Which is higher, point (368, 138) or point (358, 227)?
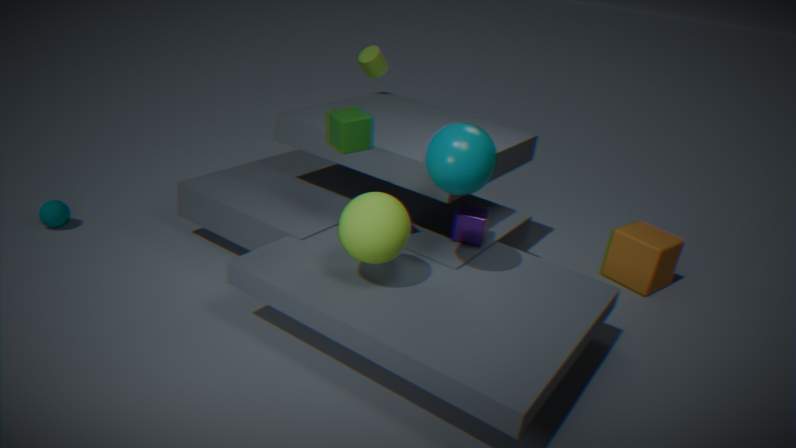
point (368, 138)
